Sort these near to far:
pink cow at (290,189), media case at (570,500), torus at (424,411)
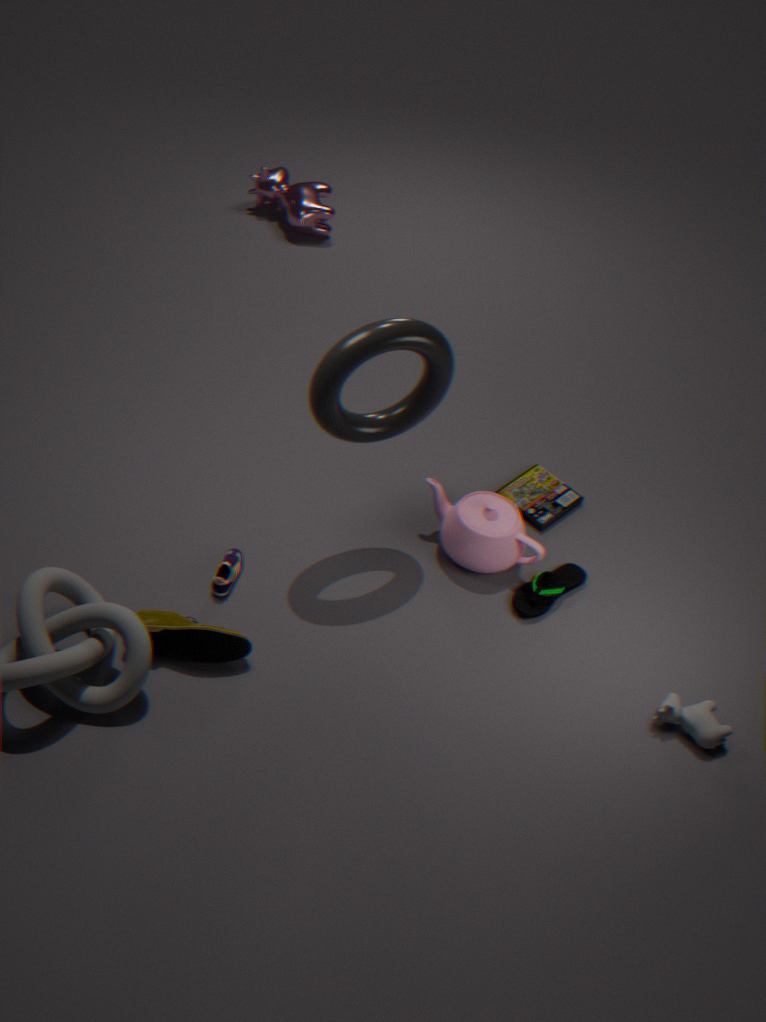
torus at (424,411) → media case at (570,500) → pink cow at (290,189)
